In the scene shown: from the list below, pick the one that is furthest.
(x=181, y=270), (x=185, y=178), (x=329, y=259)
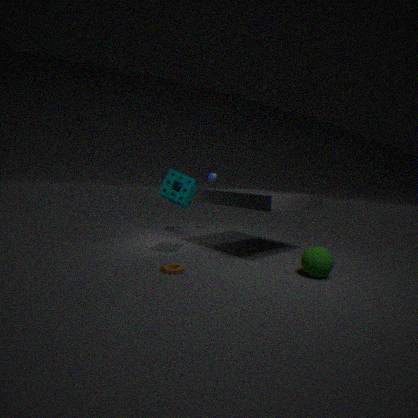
(x=185, y=178)
